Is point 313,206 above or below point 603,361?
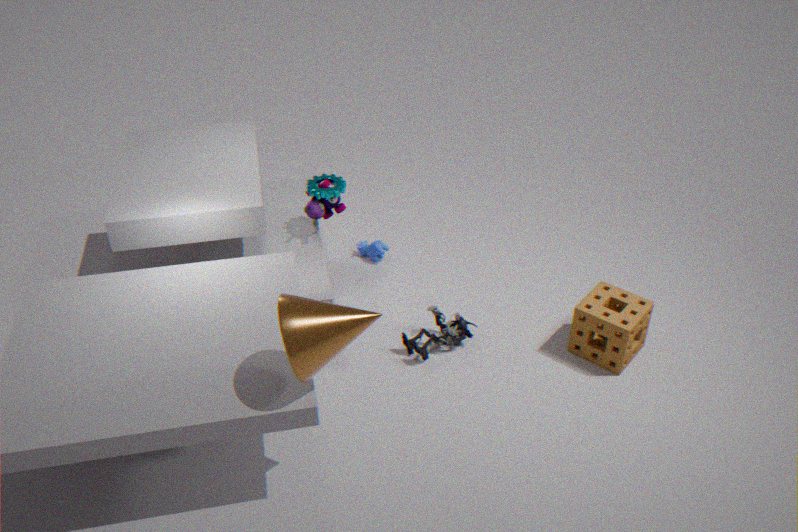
above
